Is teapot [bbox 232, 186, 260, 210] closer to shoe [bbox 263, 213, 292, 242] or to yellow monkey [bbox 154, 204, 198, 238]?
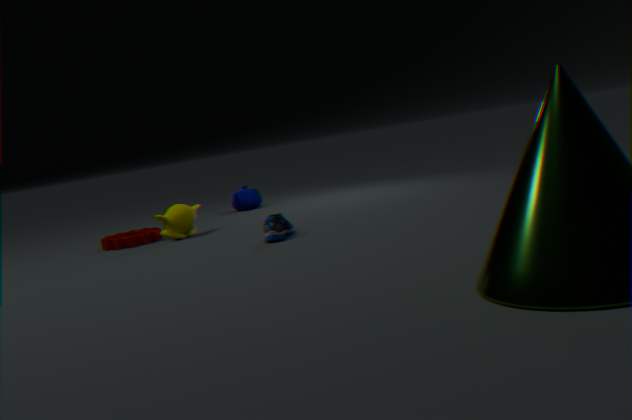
yellow monkey [bbox 154, 204, 198, 238]
